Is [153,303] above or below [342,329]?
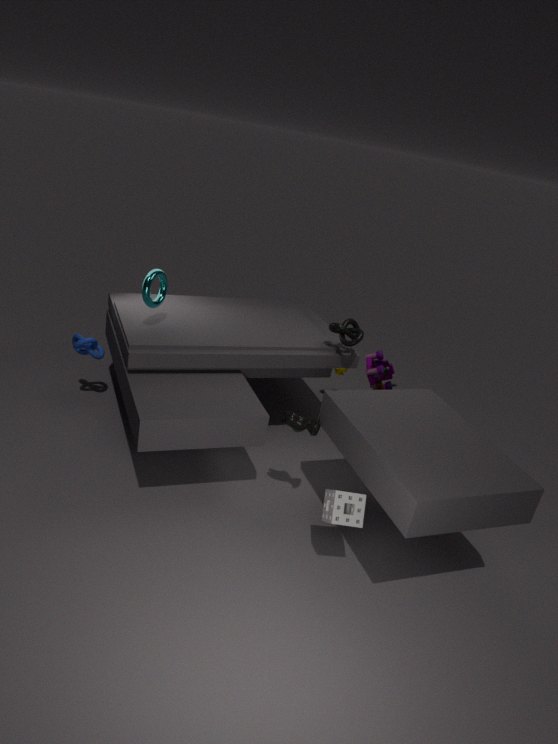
above
